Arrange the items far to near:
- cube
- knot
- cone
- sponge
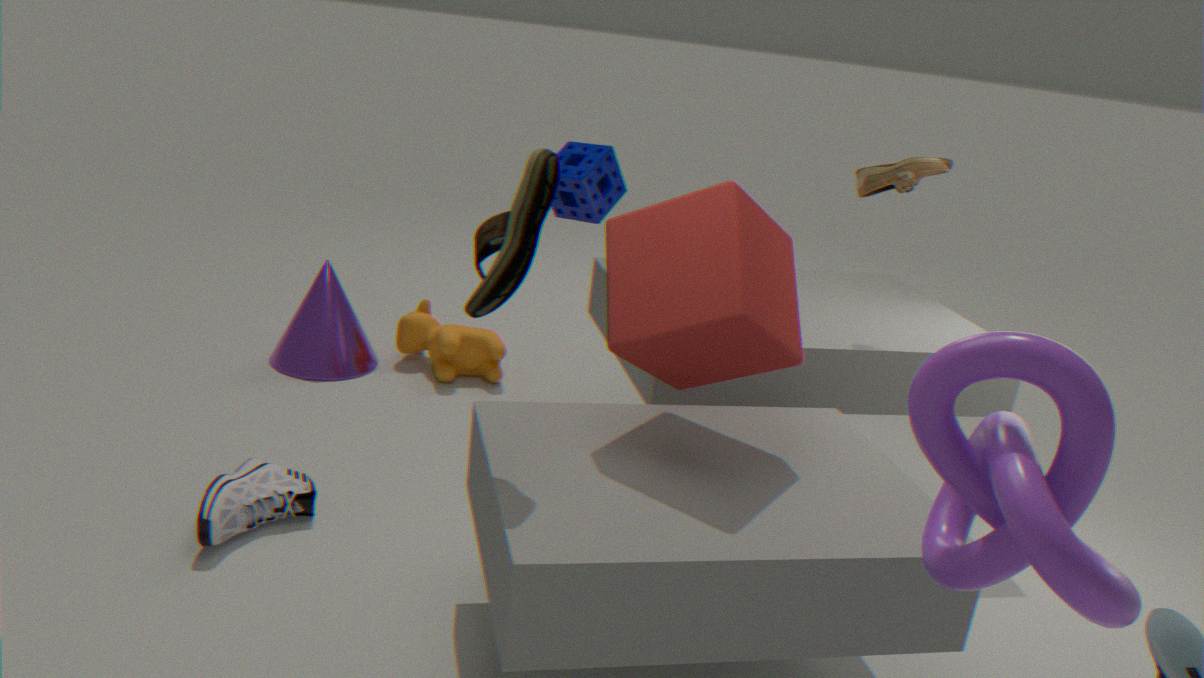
cone → sponge → cube → knot
